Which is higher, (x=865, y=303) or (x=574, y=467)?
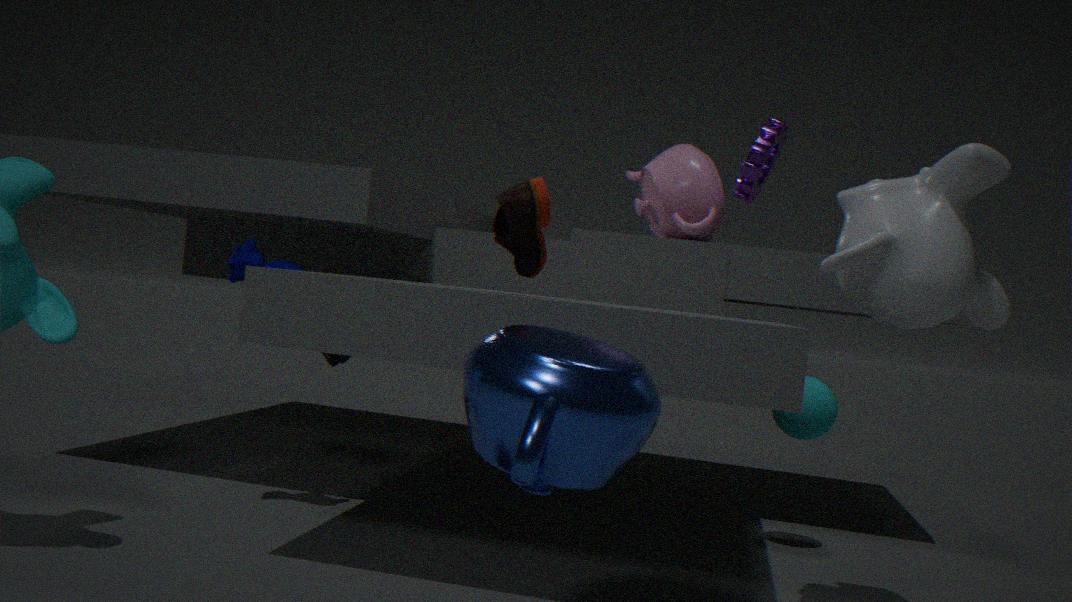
(x=865, y=303)
